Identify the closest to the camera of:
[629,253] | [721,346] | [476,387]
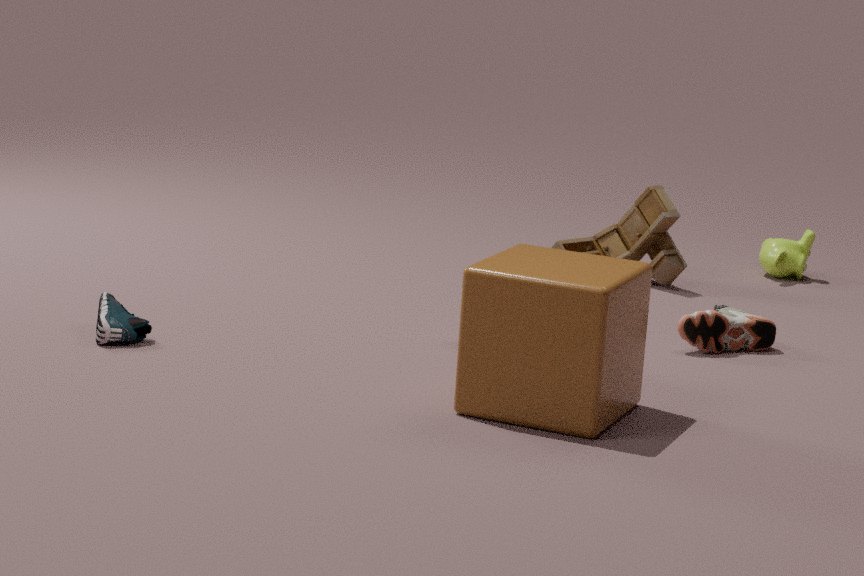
[476,387]
